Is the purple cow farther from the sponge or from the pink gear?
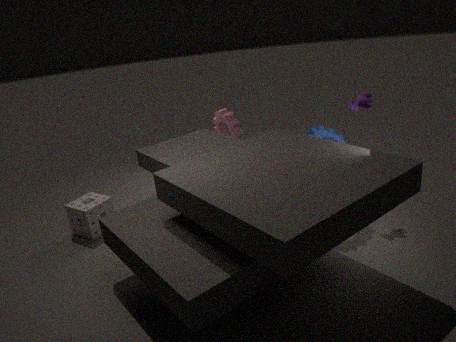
the sponge
